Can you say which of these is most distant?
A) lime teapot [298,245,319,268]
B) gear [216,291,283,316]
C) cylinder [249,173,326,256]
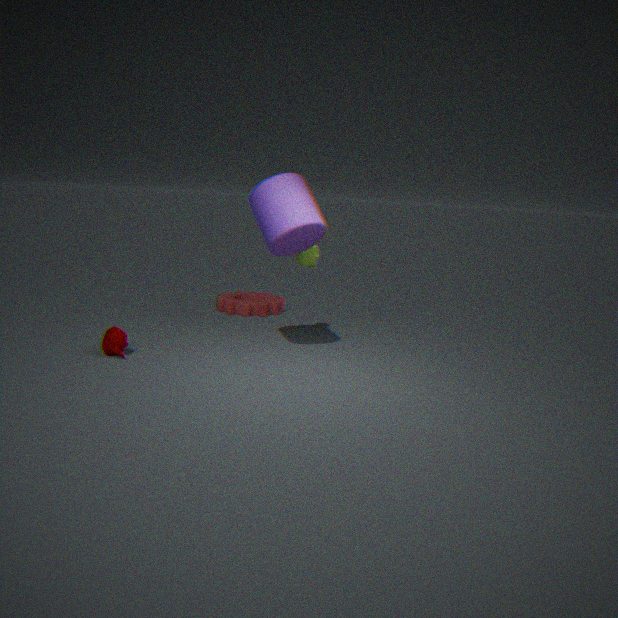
gear [216,291,283,316]
